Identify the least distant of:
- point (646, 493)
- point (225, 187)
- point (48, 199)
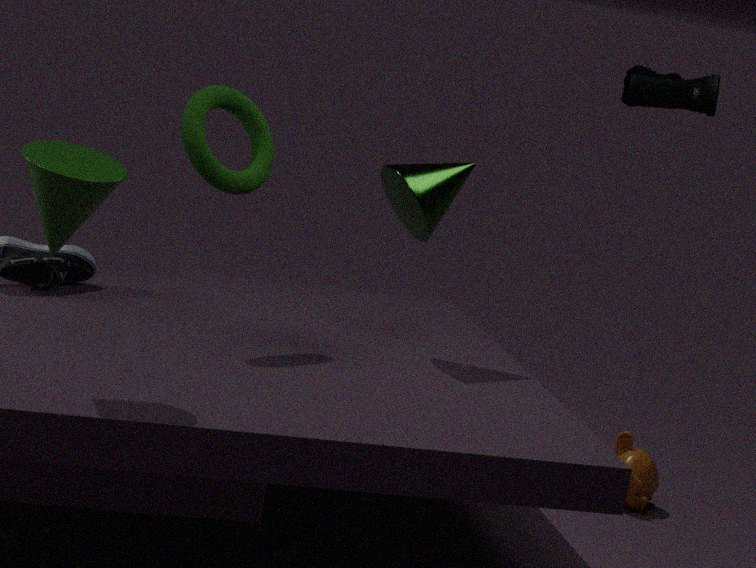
point (48, 199)
